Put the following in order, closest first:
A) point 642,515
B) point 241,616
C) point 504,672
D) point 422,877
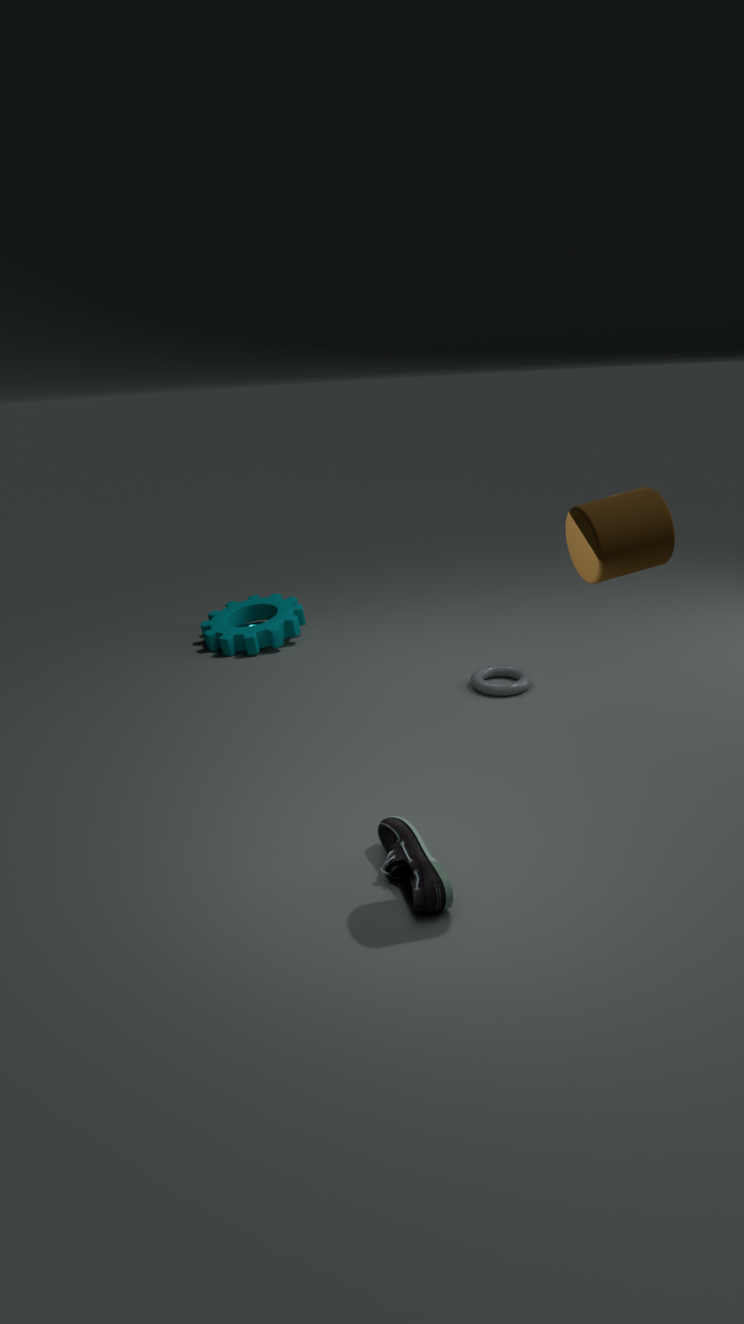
point 642,515 < point 422,877 < point 504,672 < point 241,616
